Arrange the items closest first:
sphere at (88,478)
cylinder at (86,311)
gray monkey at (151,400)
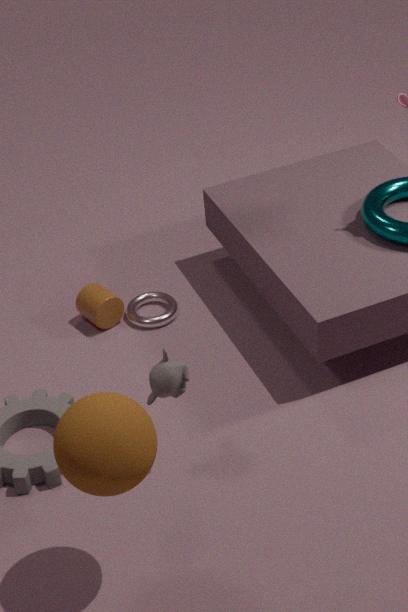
1. sphere at (88,478)
2. gray monkey at (151,400)
3. cylinder at (86,311)
